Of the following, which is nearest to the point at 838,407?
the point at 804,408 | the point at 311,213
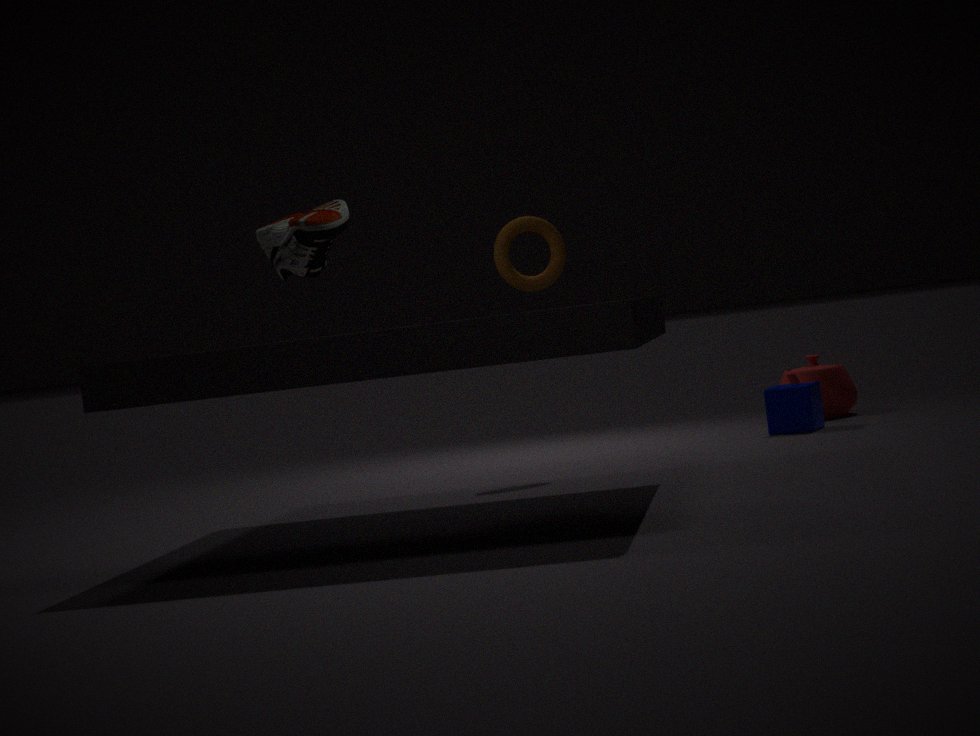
the point at 804,408
